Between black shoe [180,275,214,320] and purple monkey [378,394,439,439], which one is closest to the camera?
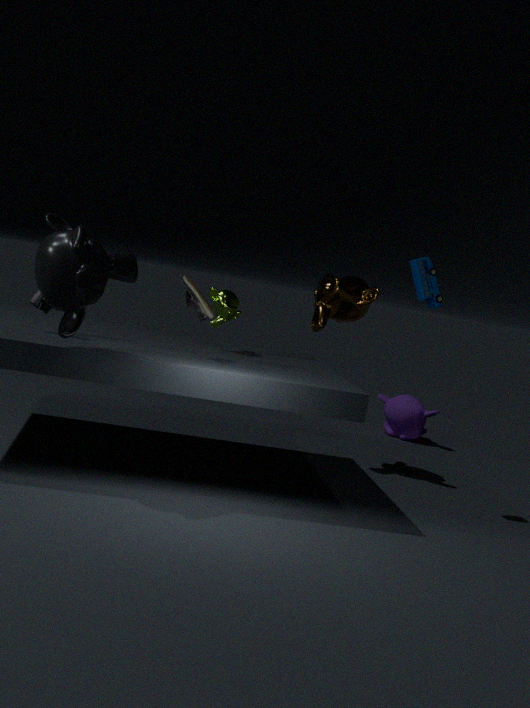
black shoe [180,275,214,320]
